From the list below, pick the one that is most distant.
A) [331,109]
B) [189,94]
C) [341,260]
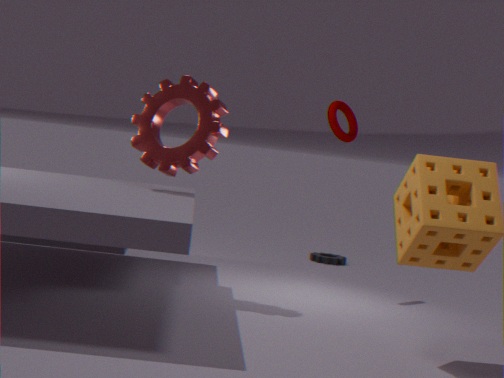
[341,260]
